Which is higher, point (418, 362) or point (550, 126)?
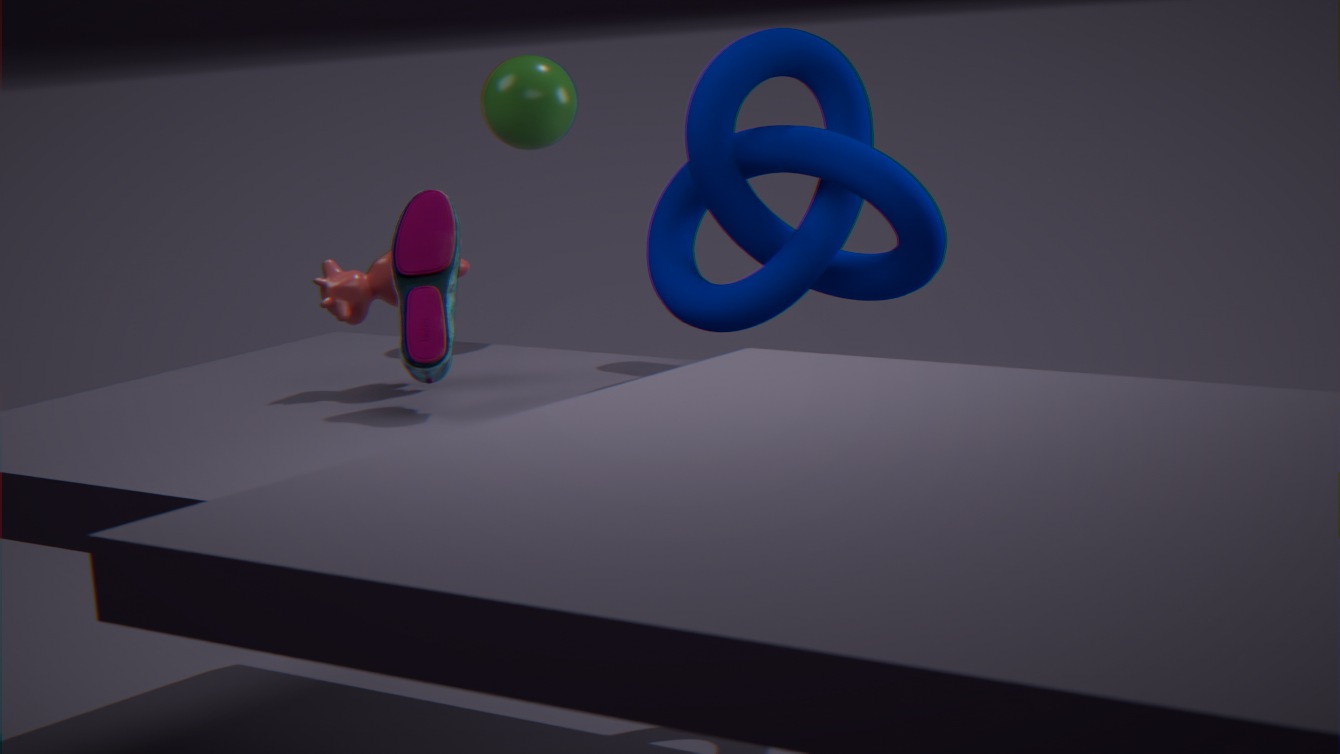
point (550, 126)
